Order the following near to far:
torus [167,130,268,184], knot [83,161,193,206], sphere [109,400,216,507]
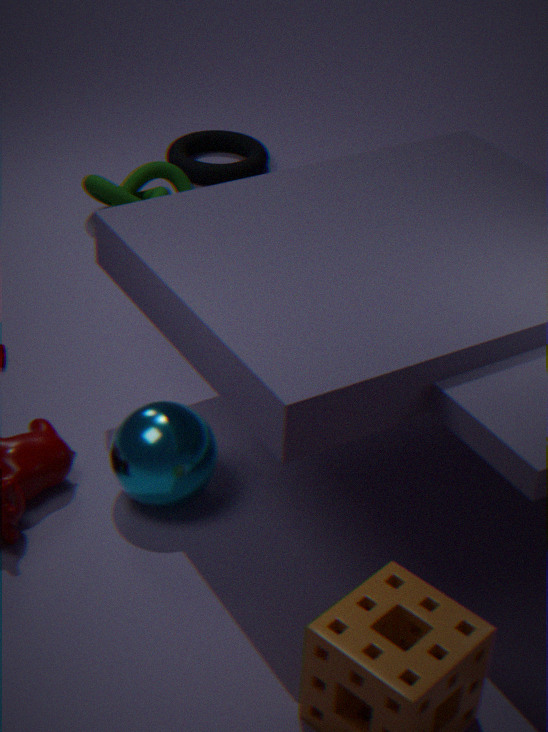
sphere [109,400,216,507], knot [83,161,193,206], torus [167,130,268,184]
